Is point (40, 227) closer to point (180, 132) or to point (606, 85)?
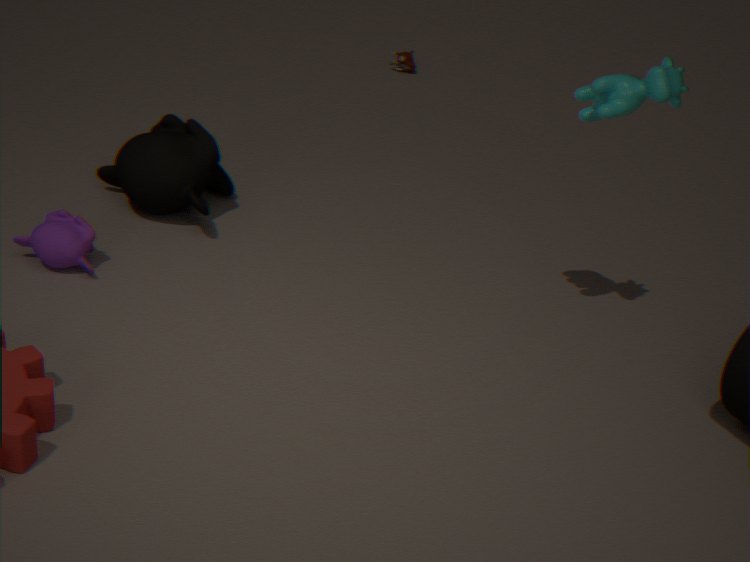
point (180, 132)
